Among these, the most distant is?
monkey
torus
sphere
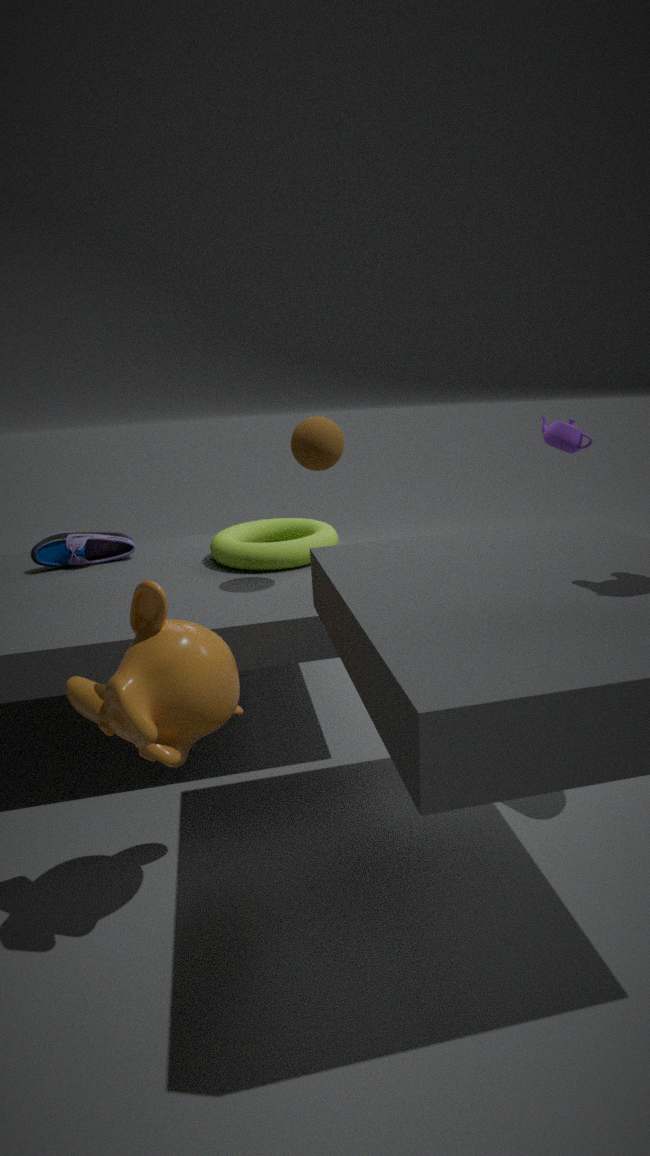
torus
